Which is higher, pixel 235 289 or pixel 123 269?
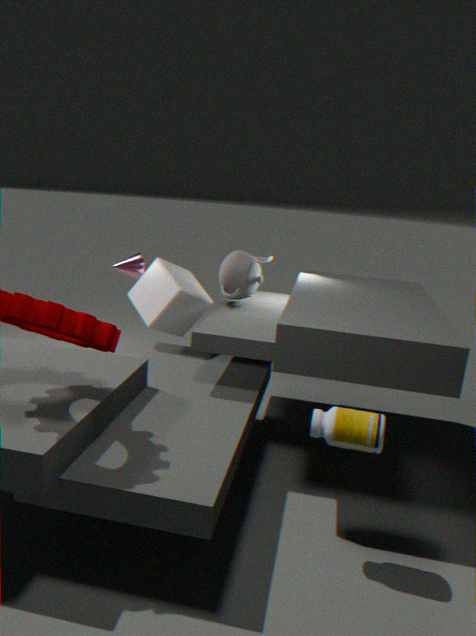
pixel 235 289
